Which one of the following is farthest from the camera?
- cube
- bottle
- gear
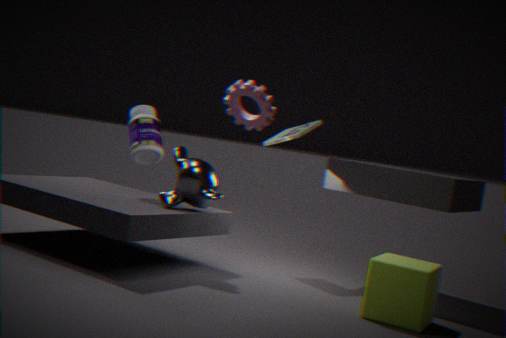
bottle
